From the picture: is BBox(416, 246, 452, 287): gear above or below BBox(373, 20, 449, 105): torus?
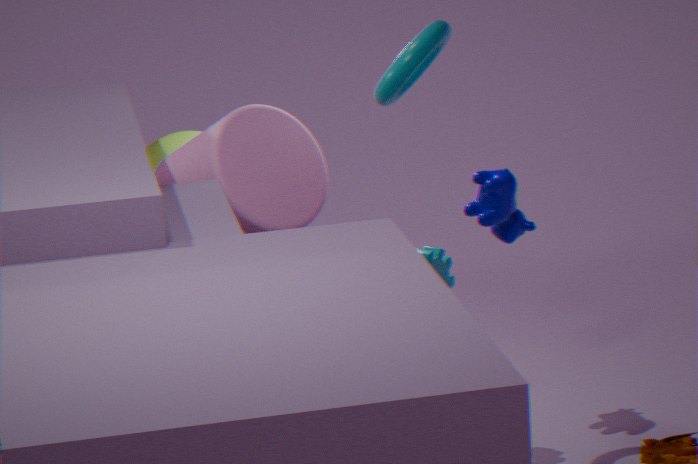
below
